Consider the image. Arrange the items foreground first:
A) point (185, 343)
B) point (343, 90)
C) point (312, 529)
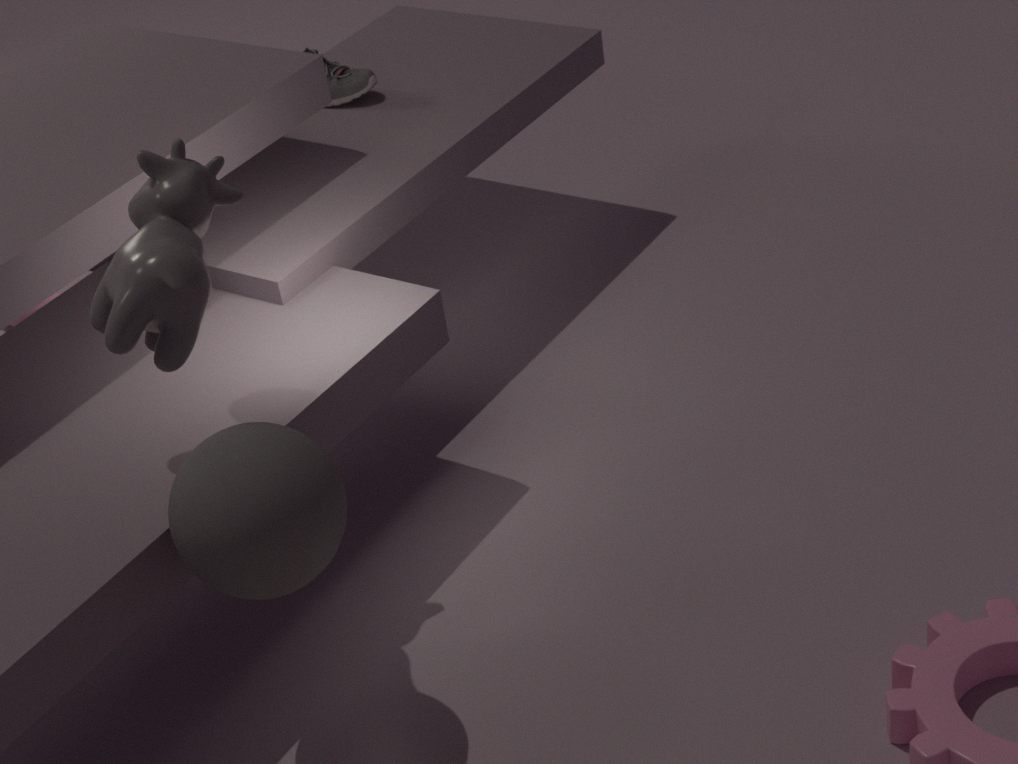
point (312, 529) < point (185, 343) < point (343, 90)
